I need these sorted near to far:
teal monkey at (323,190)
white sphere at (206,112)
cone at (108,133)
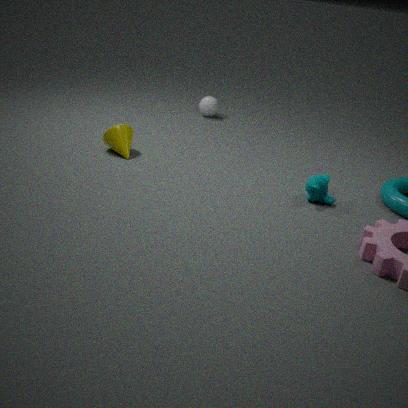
1. teal monkey at (323,190)
2. cone at (108,133)
3. white sphere at (206,112)
